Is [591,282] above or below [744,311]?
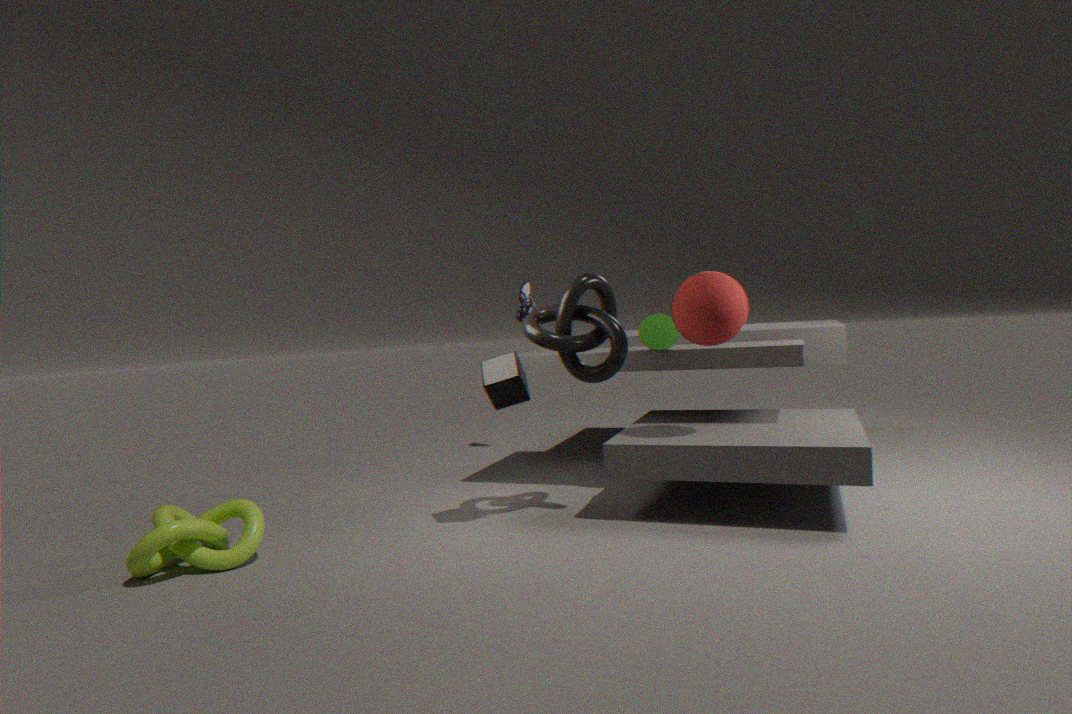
below
